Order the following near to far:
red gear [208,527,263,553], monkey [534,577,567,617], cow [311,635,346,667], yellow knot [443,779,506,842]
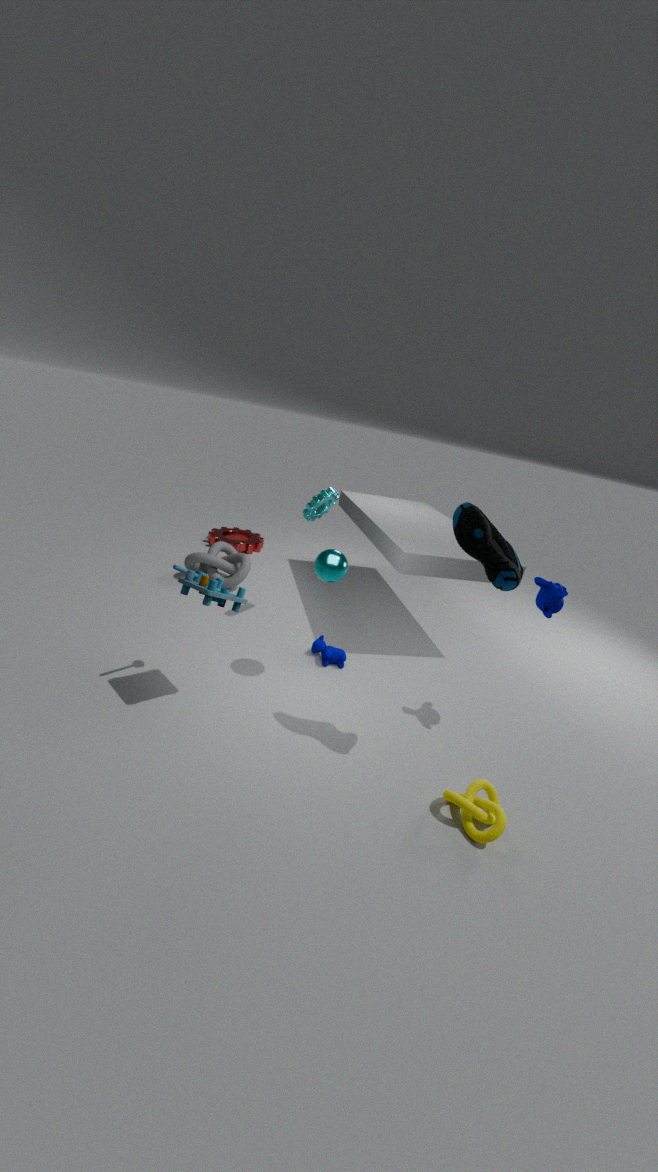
yellow knot [443,779,506,842] < monkey [534,577,567,617] < cow [311,635,346,667] < red gear [208,527,263,553]
